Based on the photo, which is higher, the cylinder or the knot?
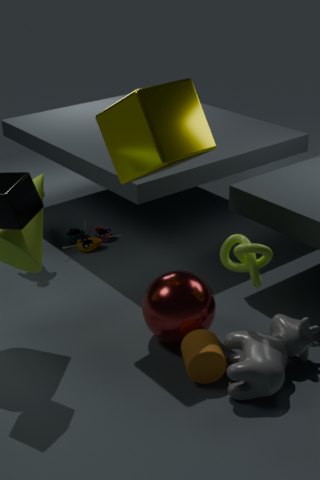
the knot
